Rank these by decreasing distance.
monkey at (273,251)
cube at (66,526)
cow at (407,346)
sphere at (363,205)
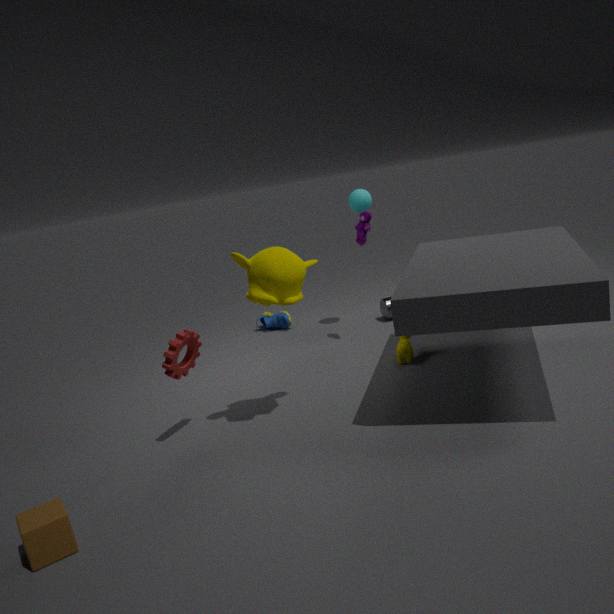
sphere at (363,205) < cow at (407,346) < monkey at (273,251) < cube at (66,526)
